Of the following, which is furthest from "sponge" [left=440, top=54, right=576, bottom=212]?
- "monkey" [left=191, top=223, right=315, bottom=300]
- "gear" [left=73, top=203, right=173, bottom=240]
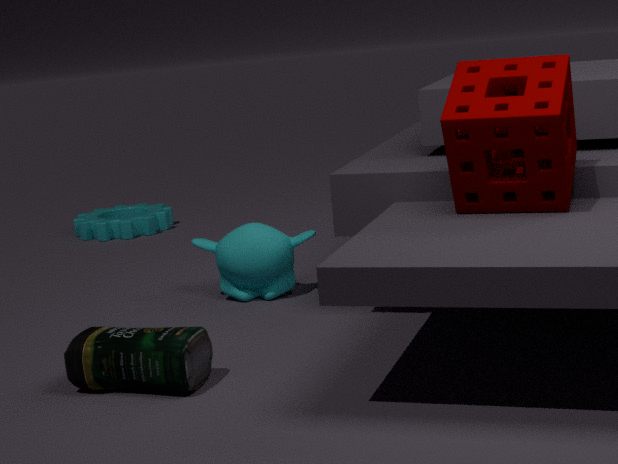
"gear" [left=73, top=203, right=173, bottom=240]
